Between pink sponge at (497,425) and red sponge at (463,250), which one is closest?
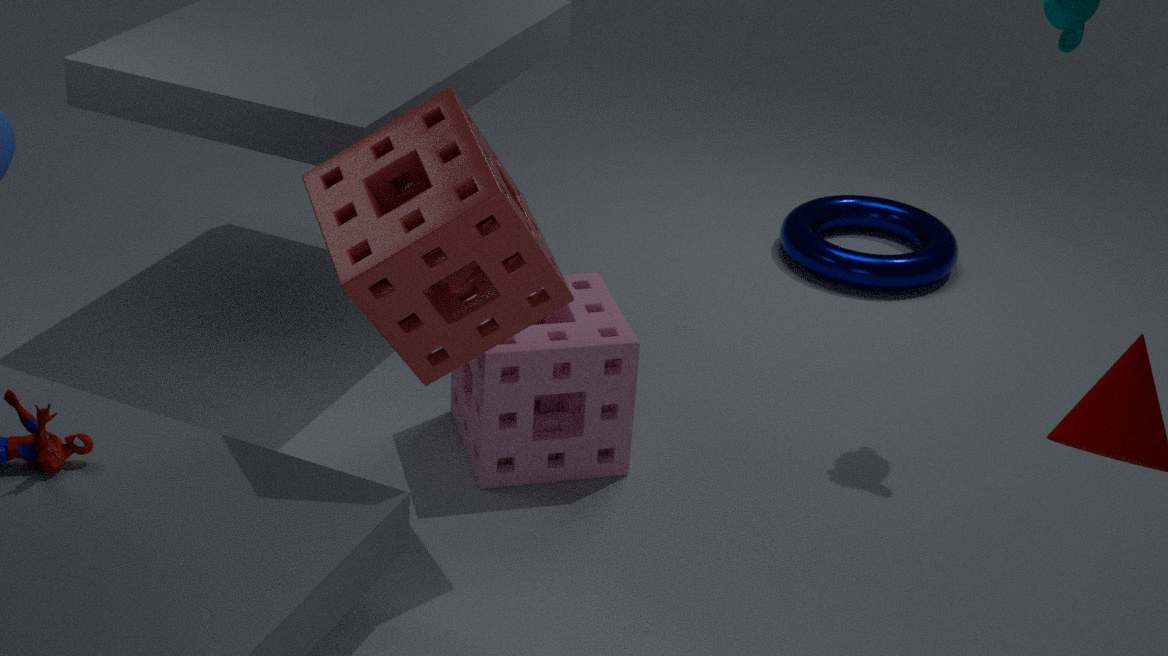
red sponge at (463,250)
